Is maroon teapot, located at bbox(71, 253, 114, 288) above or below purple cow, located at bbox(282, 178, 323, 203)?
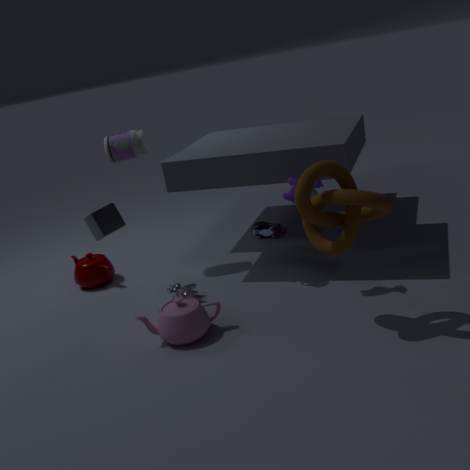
below
